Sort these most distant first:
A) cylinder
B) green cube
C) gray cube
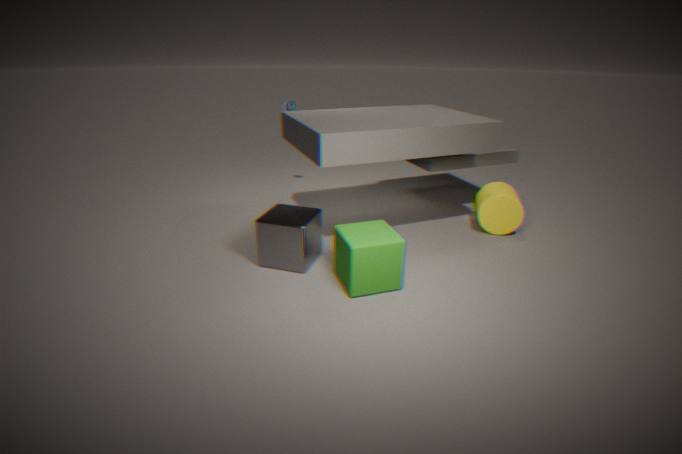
cylinder < gray cube < green cube
